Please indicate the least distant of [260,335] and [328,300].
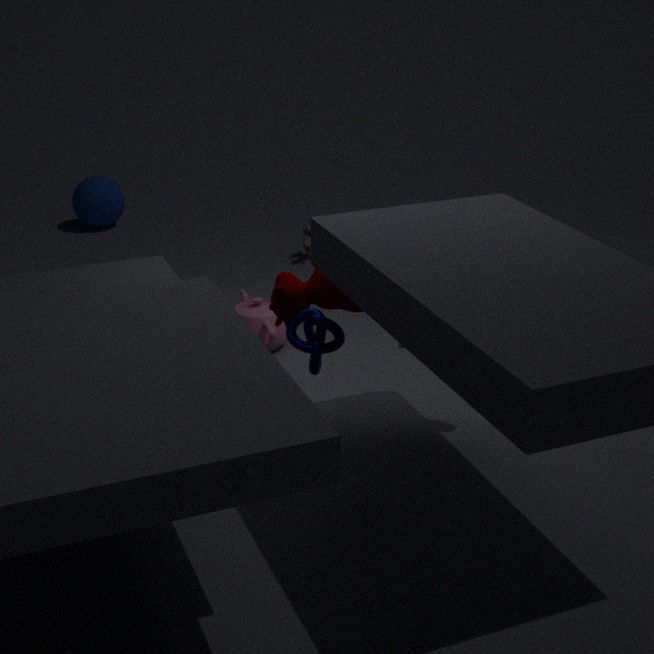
[328,300]
